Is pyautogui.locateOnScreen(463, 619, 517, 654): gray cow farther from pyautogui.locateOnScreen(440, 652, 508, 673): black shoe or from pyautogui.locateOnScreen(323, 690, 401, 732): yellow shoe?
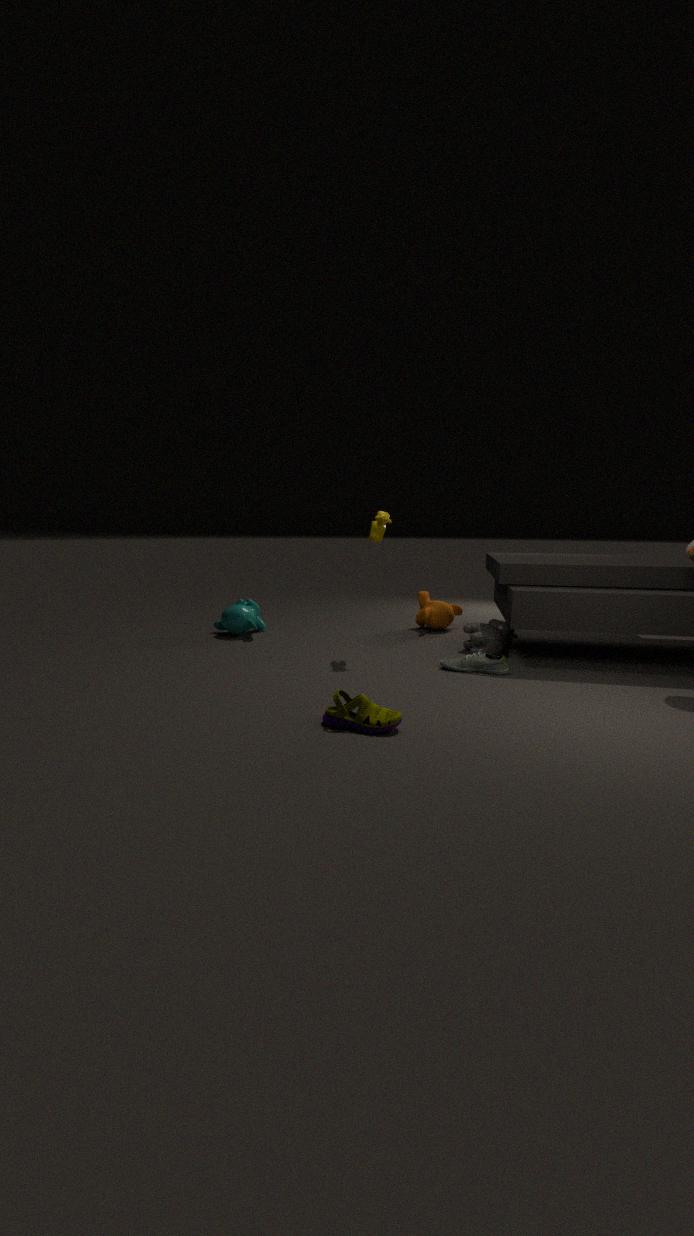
pyautogui.locateOnScreen(323, 690, 401, 732): yellow shoe
